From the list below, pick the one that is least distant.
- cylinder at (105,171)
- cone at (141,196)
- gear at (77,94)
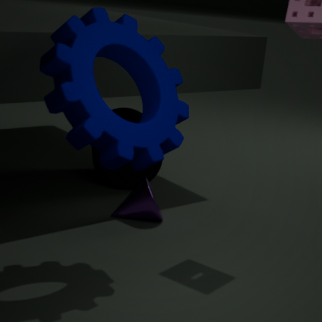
gear at (77,94)
